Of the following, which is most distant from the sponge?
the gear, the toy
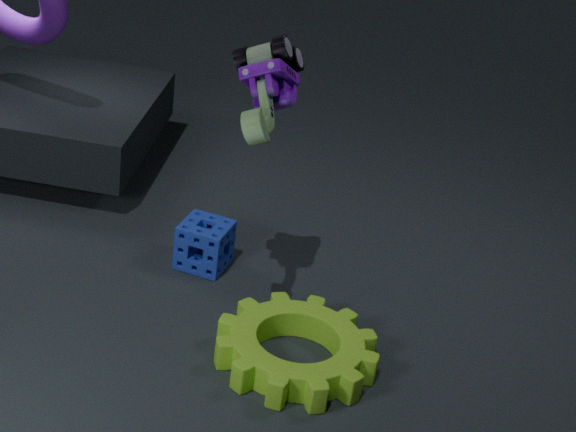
the toy
